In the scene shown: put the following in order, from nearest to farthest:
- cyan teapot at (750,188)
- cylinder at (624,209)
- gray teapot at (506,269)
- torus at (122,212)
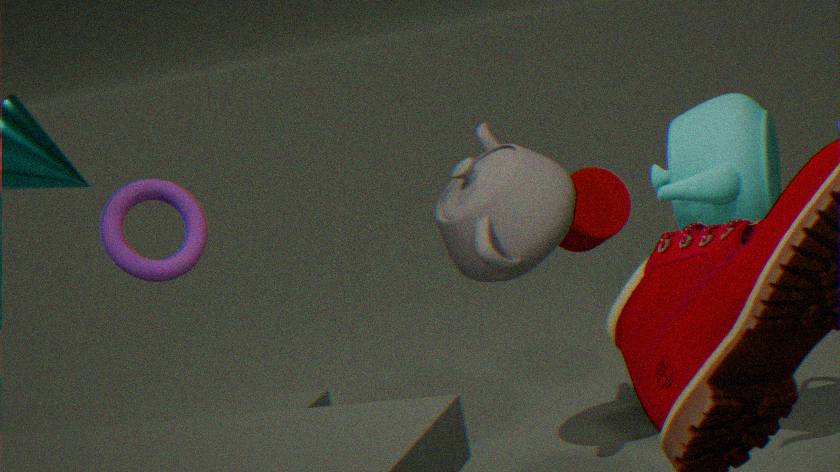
cyan teapot at (750,188), gray teapot at (506,269), cylinder at (624,209), torus at (122,212)
